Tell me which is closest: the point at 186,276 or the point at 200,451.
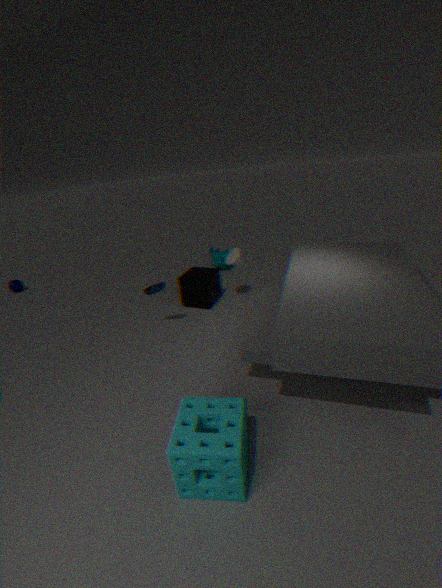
the point at 200,451
